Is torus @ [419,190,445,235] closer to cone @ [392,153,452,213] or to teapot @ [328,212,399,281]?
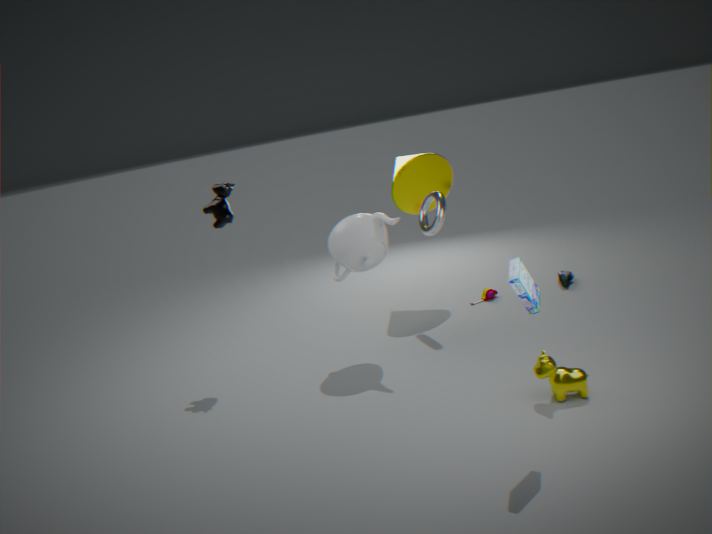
cone @ [392,153,452,213]
